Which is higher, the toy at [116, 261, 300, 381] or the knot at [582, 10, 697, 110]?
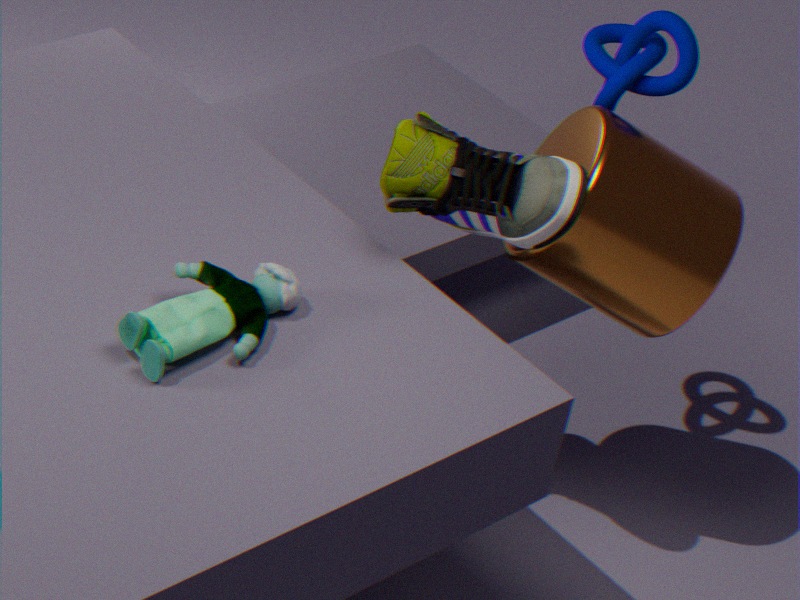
the knot at [582, 10, 697, 110]
